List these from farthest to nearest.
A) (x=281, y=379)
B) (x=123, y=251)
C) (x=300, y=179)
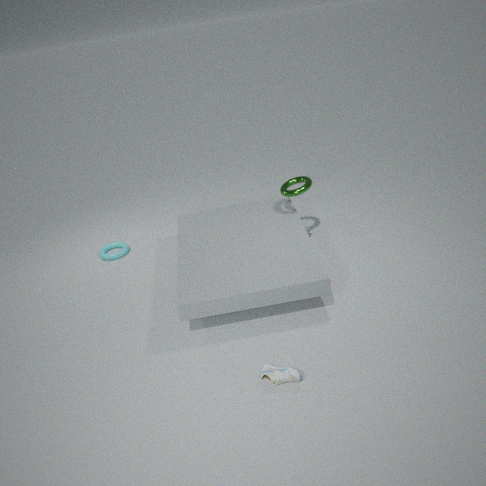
(x=123, y=251), (x=300, y=179), (x=281, y=379)
